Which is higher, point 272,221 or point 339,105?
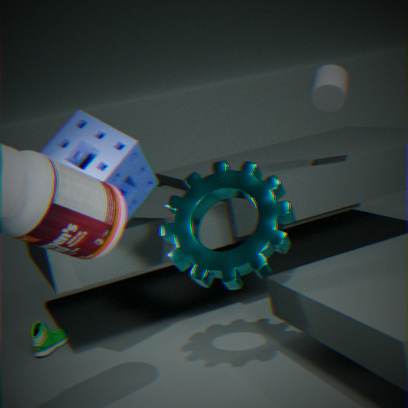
point 339,105
